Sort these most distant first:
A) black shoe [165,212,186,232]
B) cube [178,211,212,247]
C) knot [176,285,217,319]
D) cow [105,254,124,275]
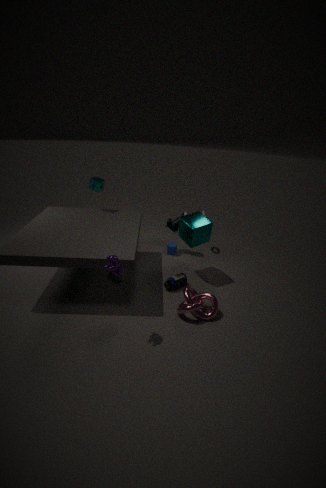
1. black shoe [165,212,186,232]
2. cube [178,211,212,247]
3. knot [176,285,217,319]
4. cow [105,254,124,275]
